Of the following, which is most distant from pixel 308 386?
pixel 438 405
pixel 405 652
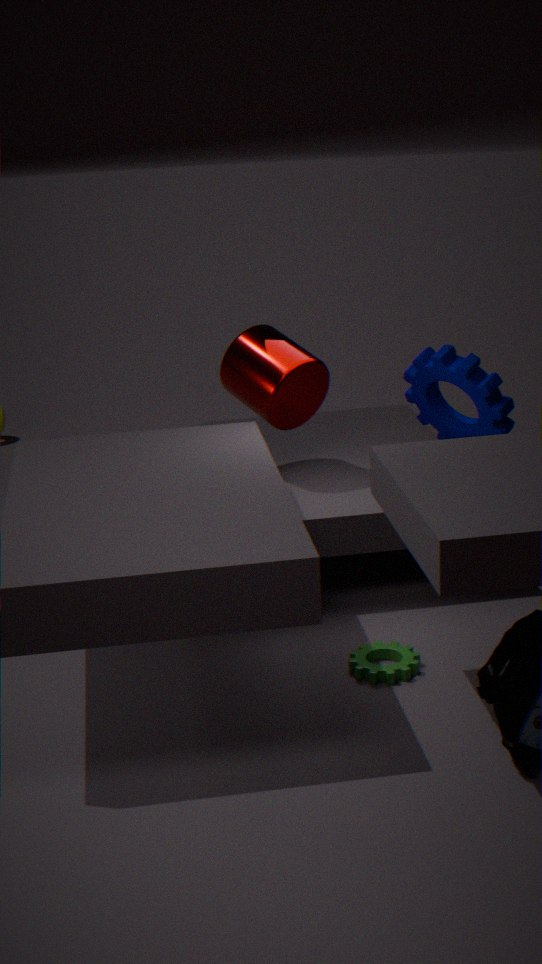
pixel 405 652
